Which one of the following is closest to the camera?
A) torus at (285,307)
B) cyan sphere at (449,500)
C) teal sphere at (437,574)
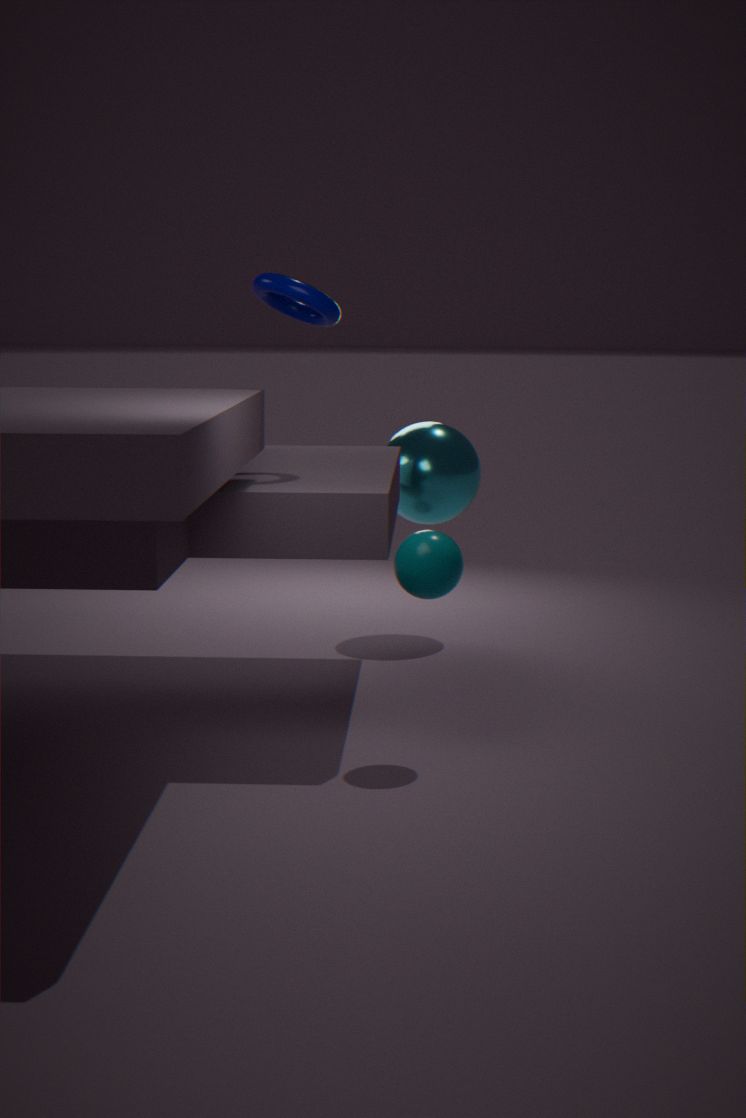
teal sphere at (437,574)
